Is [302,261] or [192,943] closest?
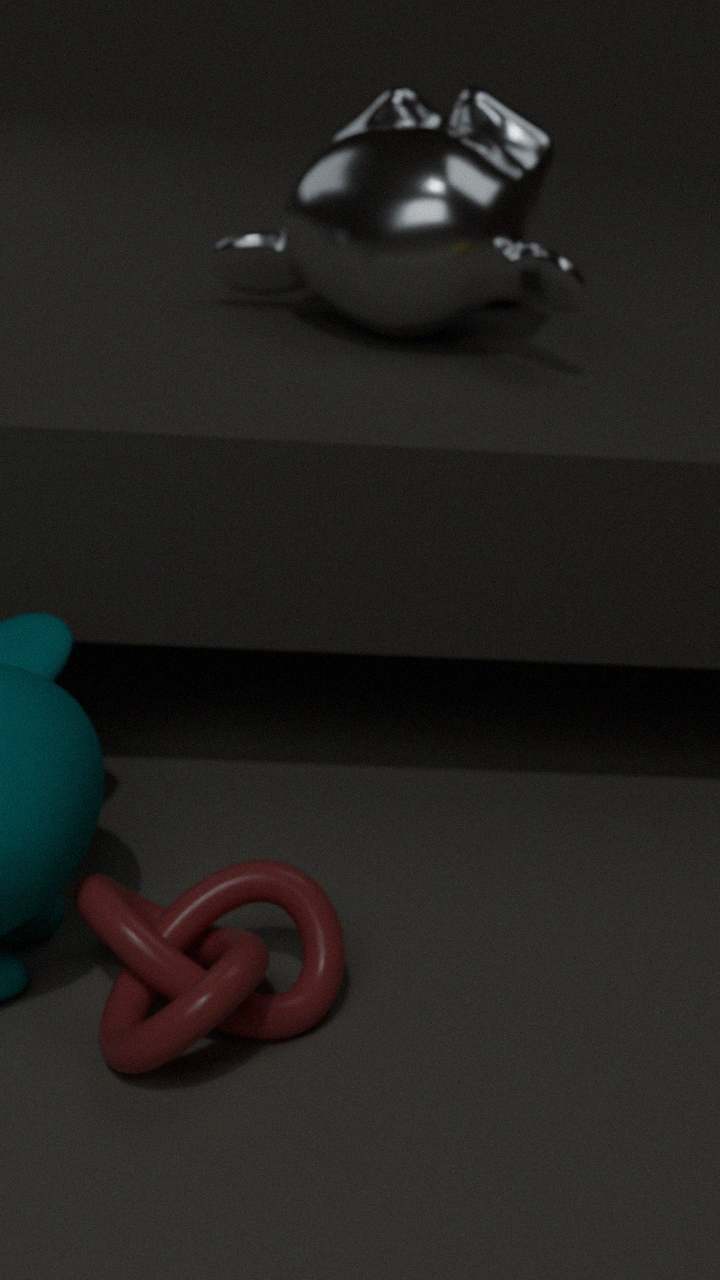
[192,943]
